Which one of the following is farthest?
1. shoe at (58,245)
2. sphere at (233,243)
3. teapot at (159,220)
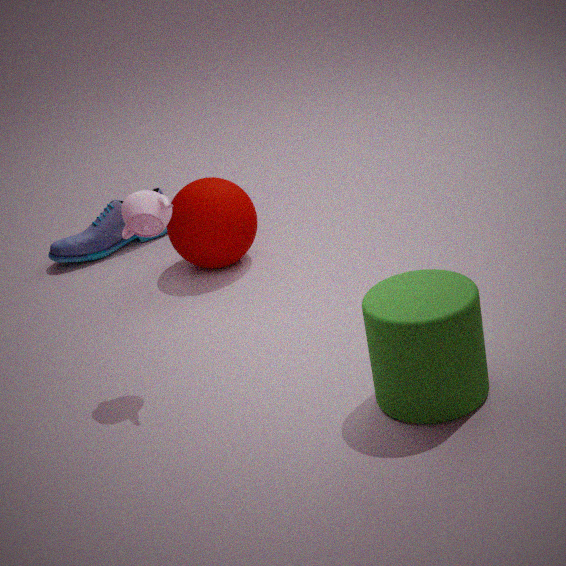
shoe at (58,245)
